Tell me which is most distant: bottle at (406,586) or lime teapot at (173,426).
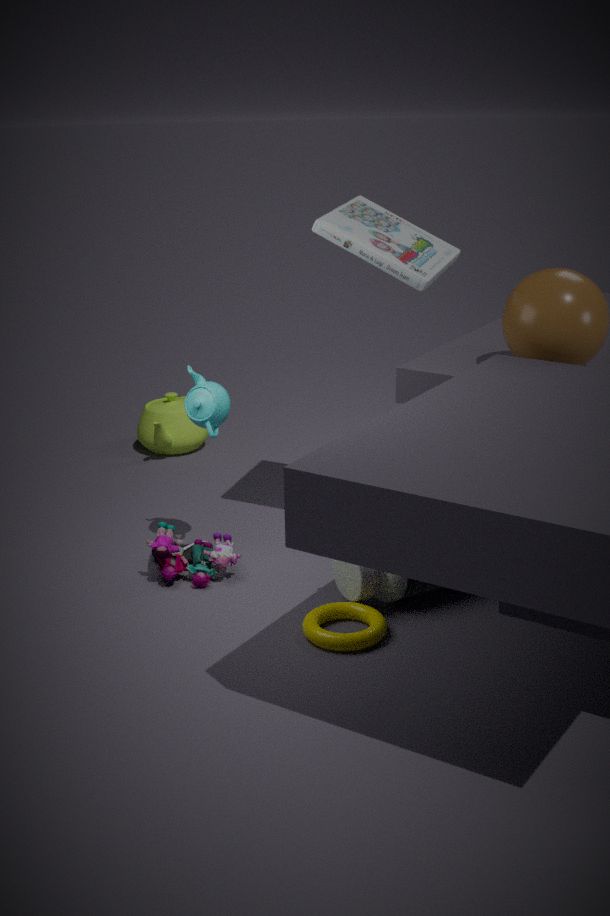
lime teapot at (173,426)
